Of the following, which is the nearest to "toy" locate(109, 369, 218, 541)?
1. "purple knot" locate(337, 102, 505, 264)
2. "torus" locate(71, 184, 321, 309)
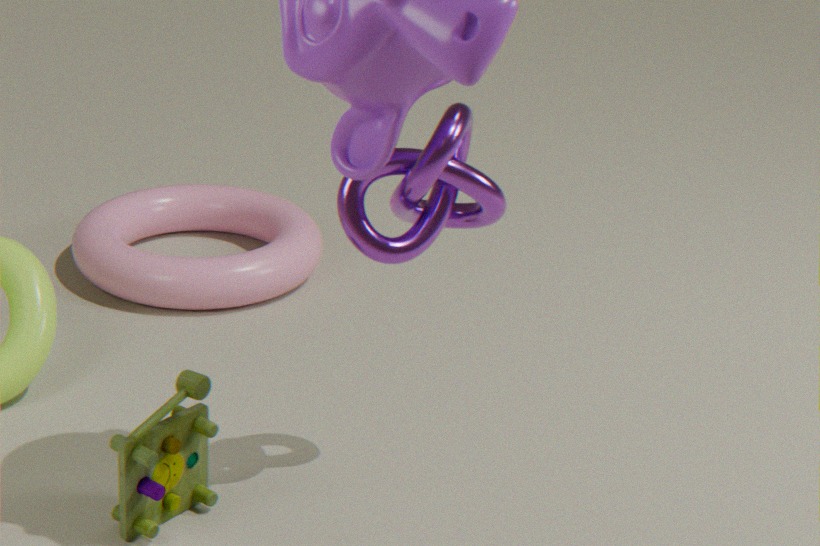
"purple knot" locate(337, 102, 505, 264)
